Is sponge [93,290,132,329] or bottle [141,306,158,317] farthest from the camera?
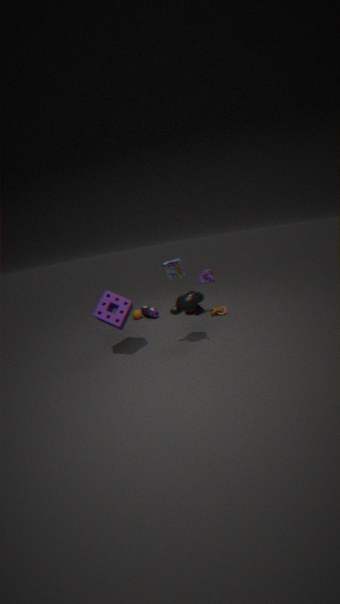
bottle [141,306,158,317]
